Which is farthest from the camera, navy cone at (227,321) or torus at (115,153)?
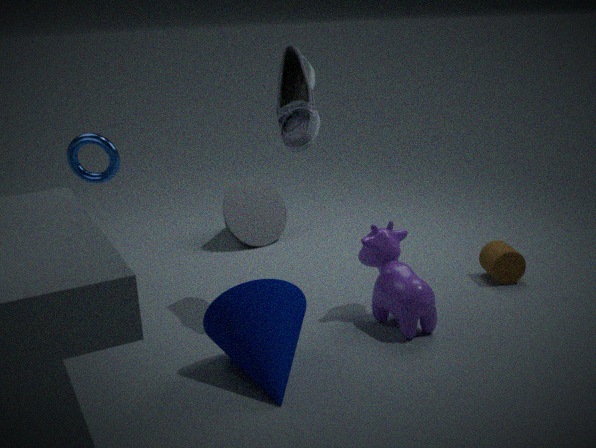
torus at (115,153)
